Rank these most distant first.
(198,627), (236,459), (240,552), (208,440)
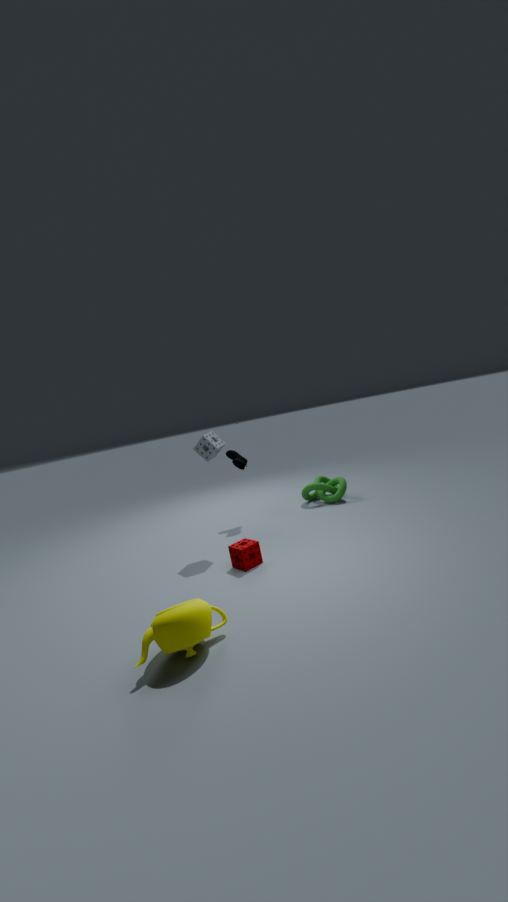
1. (236,459)
2. (208,440)
3. (240,552)
4. (198,627)
